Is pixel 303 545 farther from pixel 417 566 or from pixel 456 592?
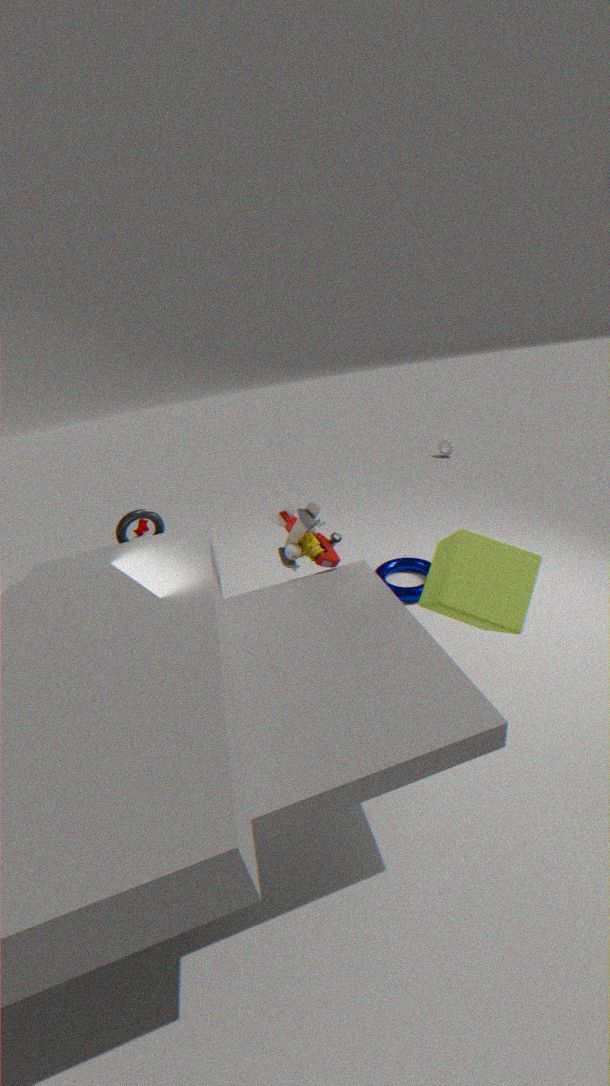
pixel 417 566
